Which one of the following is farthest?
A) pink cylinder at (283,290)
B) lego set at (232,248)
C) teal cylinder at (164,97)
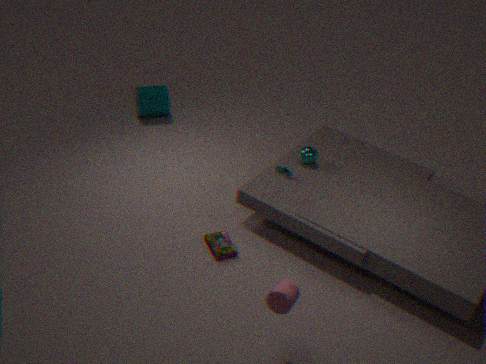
teal cylinder at (164,97)
